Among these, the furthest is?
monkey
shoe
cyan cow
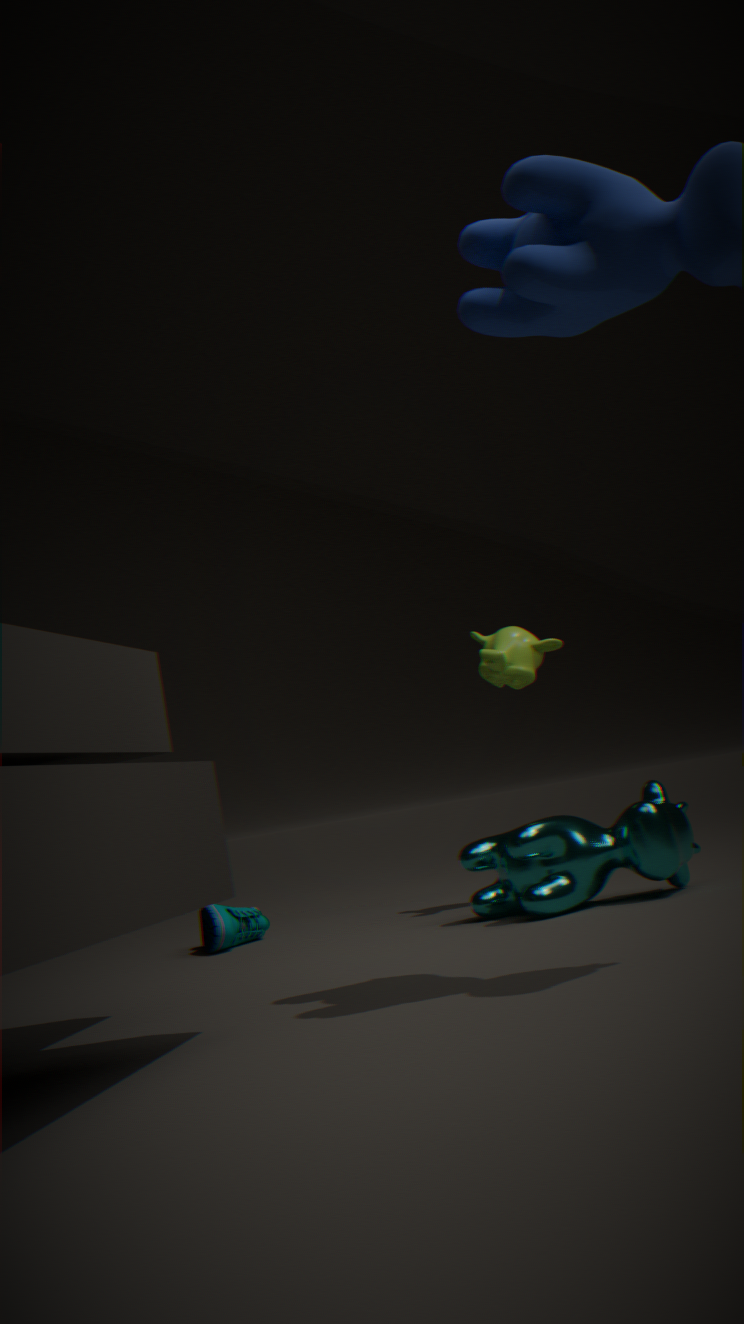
shoe
